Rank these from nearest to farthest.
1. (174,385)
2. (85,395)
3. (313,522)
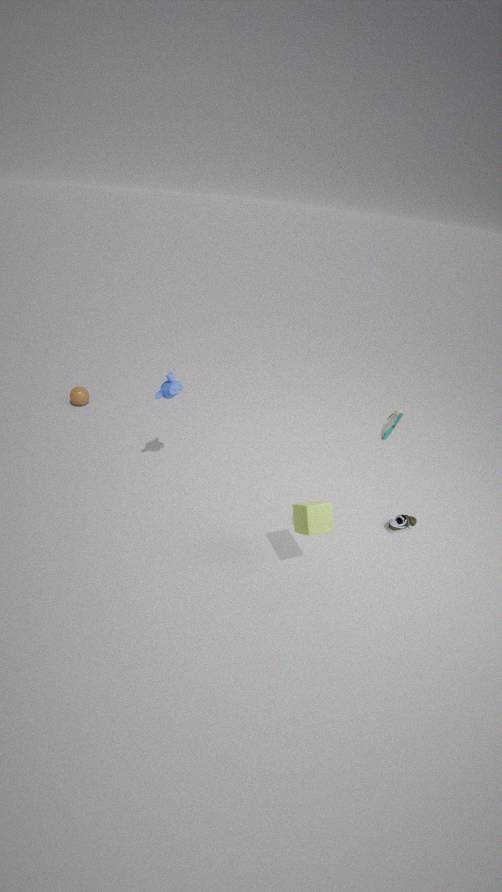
(313,522), (174,385), (85,395)
